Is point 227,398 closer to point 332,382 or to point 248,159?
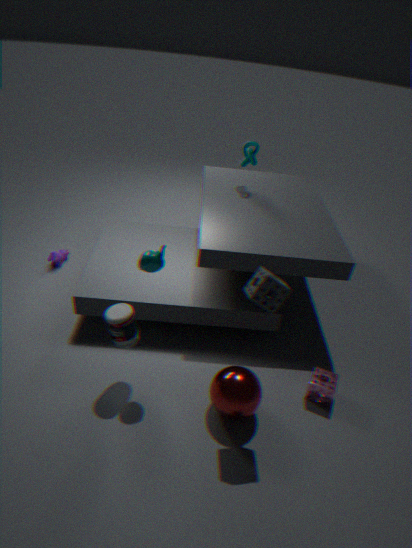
point 332,382
